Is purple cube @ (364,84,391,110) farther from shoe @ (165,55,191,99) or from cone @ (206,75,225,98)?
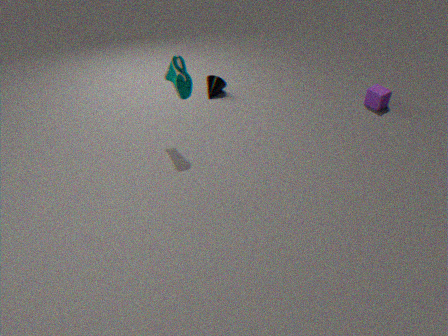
shoe @ (165,55,191,99)
